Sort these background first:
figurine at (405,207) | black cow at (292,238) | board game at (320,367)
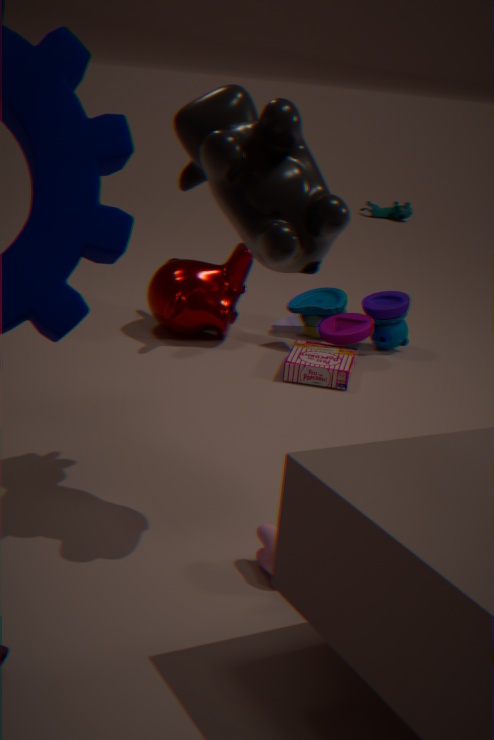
figurine at (405,207) < board game at (320,367) < black cow at (292,238)
